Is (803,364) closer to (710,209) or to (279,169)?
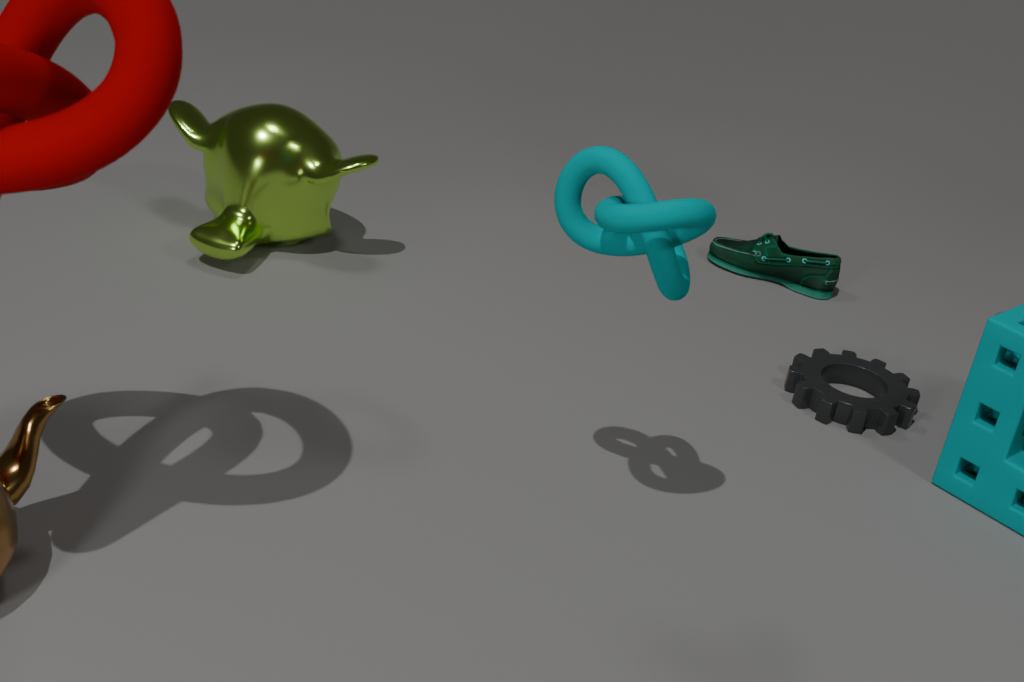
(710,209)
